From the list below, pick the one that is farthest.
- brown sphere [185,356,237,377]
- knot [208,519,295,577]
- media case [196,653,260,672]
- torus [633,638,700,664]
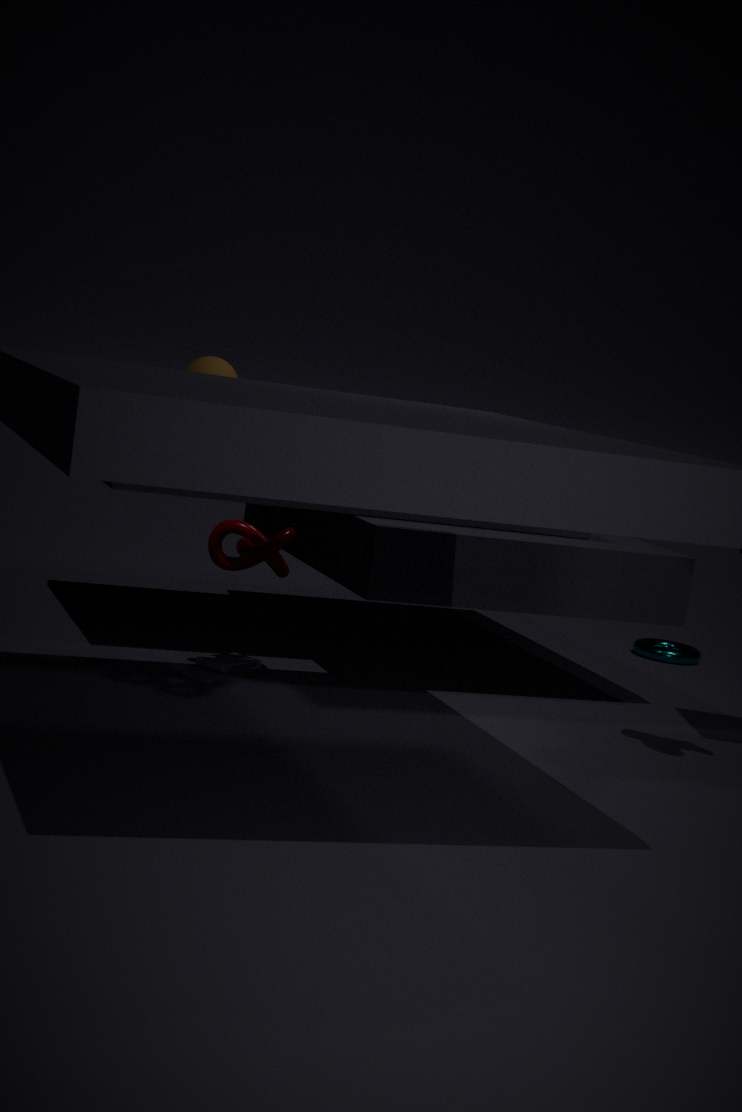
torus [633,638,700,664]
